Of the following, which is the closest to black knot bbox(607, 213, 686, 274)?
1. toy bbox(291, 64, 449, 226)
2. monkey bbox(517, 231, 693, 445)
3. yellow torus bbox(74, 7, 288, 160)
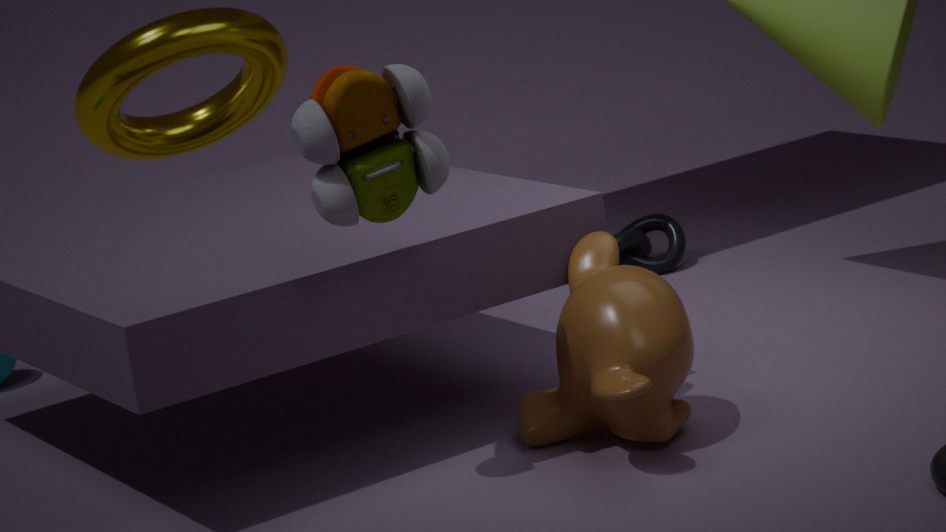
yellow torus bbox(74, 7, 288, 160)
